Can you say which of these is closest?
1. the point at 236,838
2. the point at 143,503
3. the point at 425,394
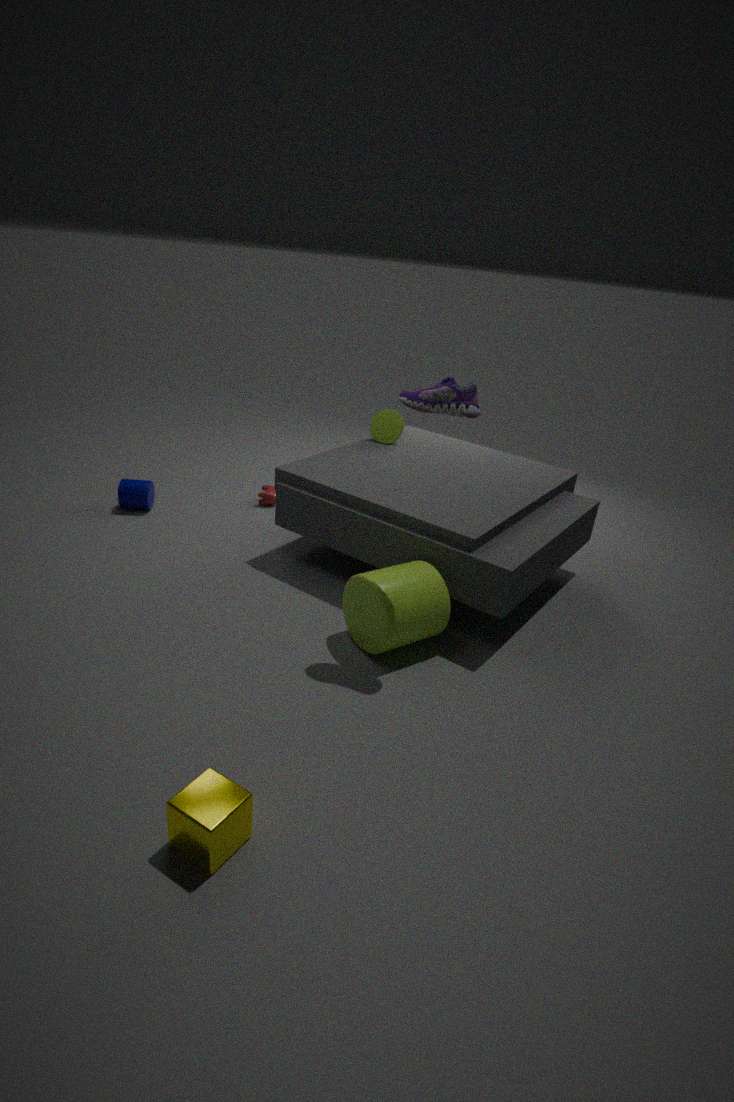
the point at 236,838
